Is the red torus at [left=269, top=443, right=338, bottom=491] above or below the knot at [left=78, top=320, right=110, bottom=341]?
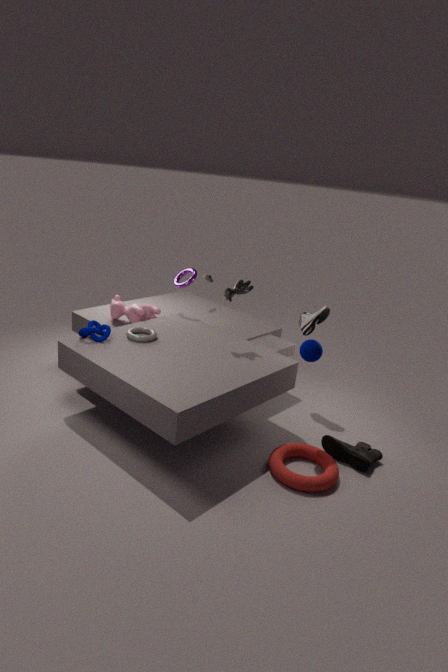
below
